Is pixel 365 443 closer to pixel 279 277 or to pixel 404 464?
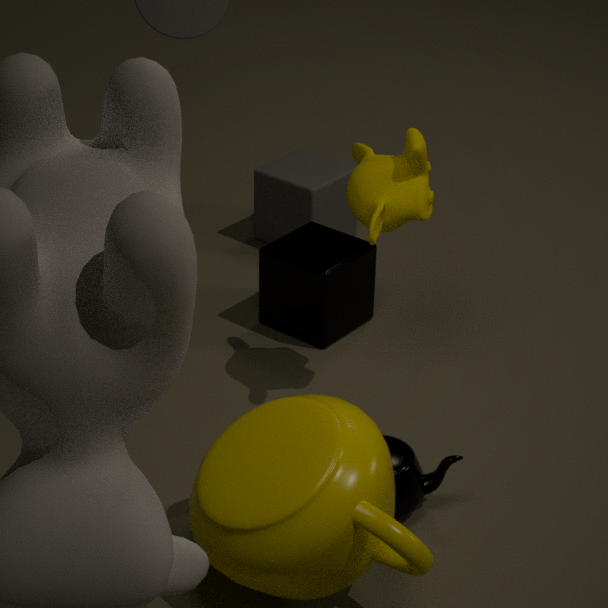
pixel 404 464
